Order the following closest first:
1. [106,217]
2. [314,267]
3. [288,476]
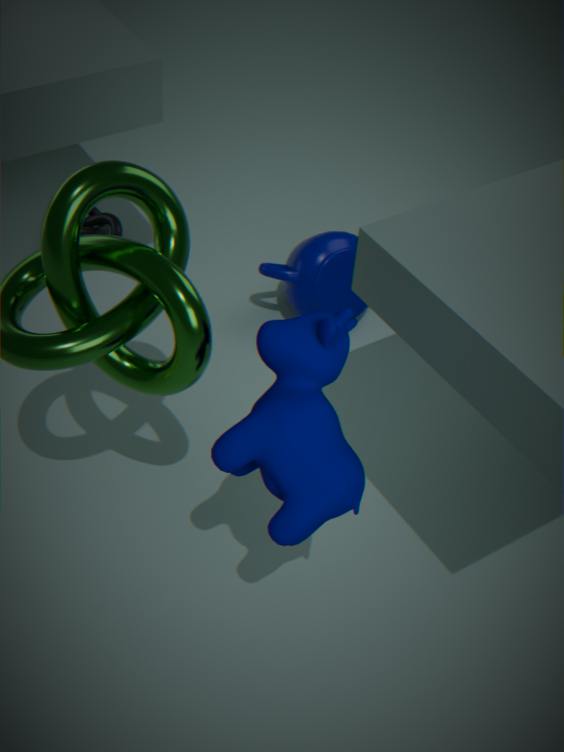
[288,476] < [314,267] < [106,217]
